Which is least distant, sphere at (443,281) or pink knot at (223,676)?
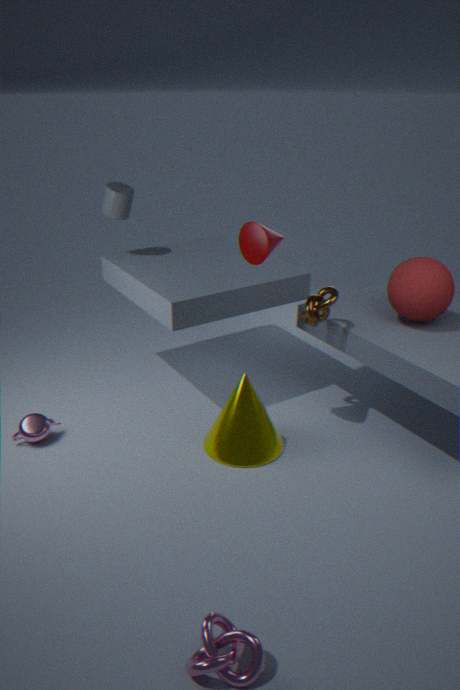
pink knot at (223,676)
